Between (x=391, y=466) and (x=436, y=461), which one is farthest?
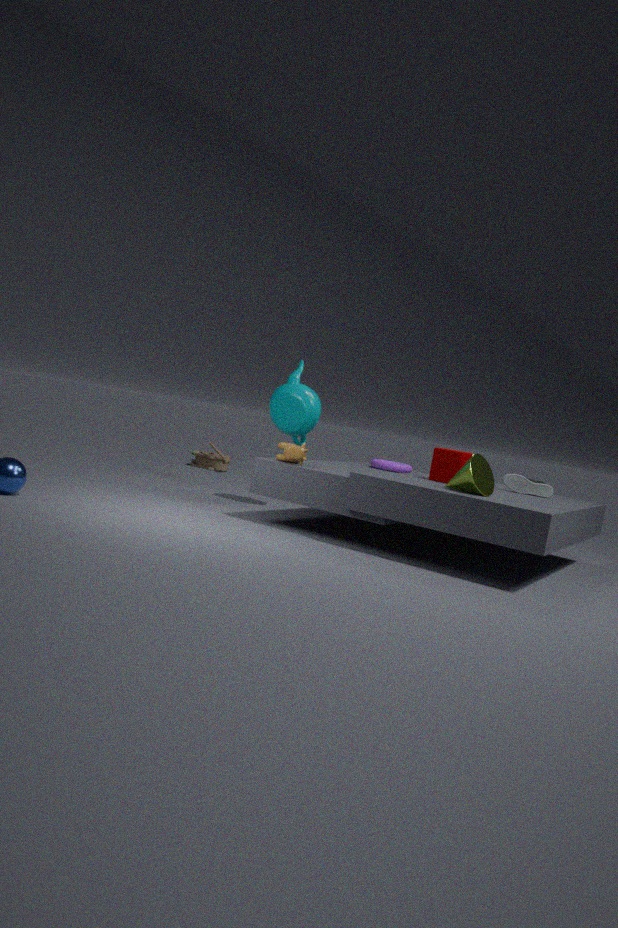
(x=391, y=466)
